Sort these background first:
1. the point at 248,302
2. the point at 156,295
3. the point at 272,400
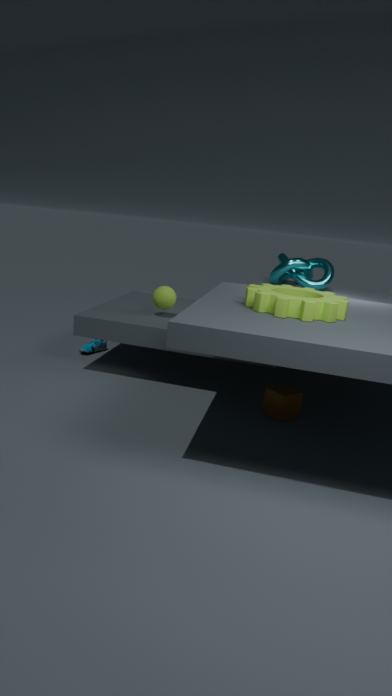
the point at 156,295, the point at 272,400, the point at 248,302
